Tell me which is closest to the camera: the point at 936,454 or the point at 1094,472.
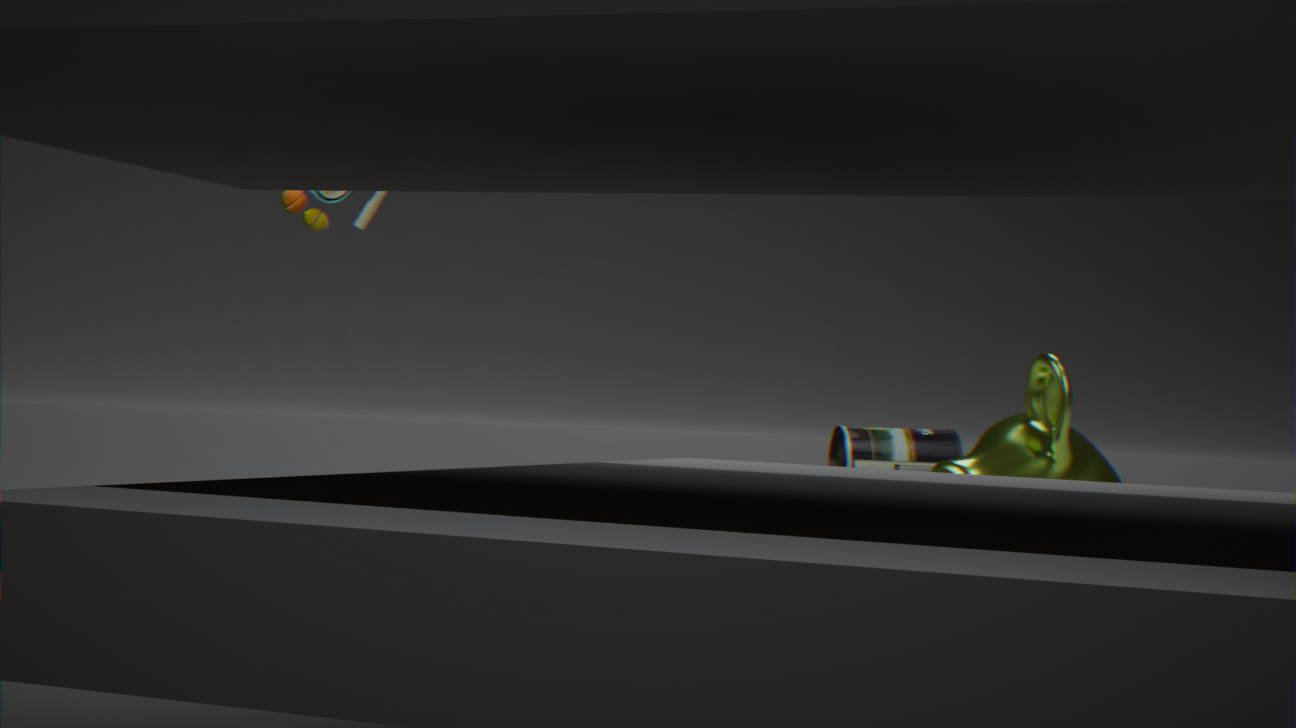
the point at 1094,472
